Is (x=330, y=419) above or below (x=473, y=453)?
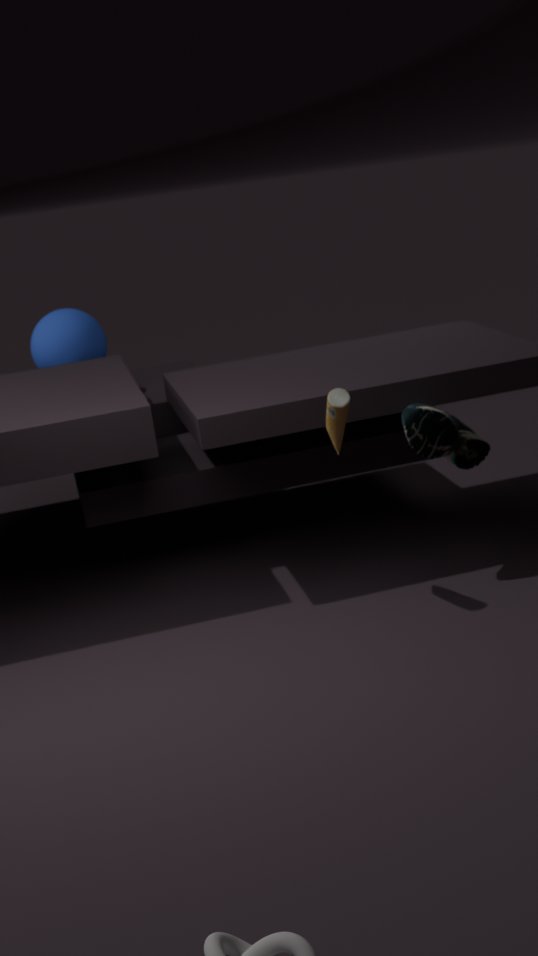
above
